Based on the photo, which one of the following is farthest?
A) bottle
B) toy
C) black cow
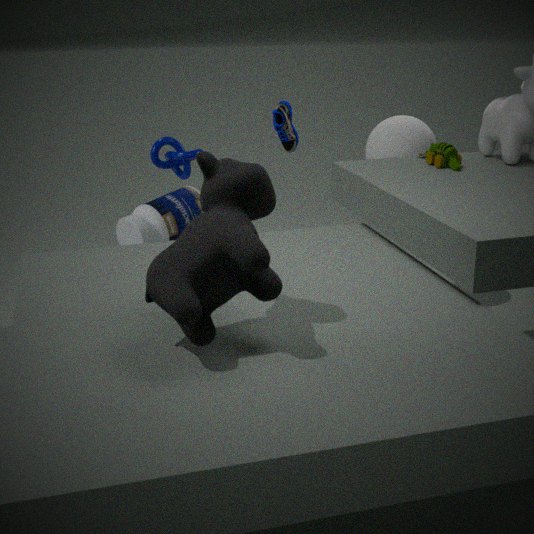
bottle
